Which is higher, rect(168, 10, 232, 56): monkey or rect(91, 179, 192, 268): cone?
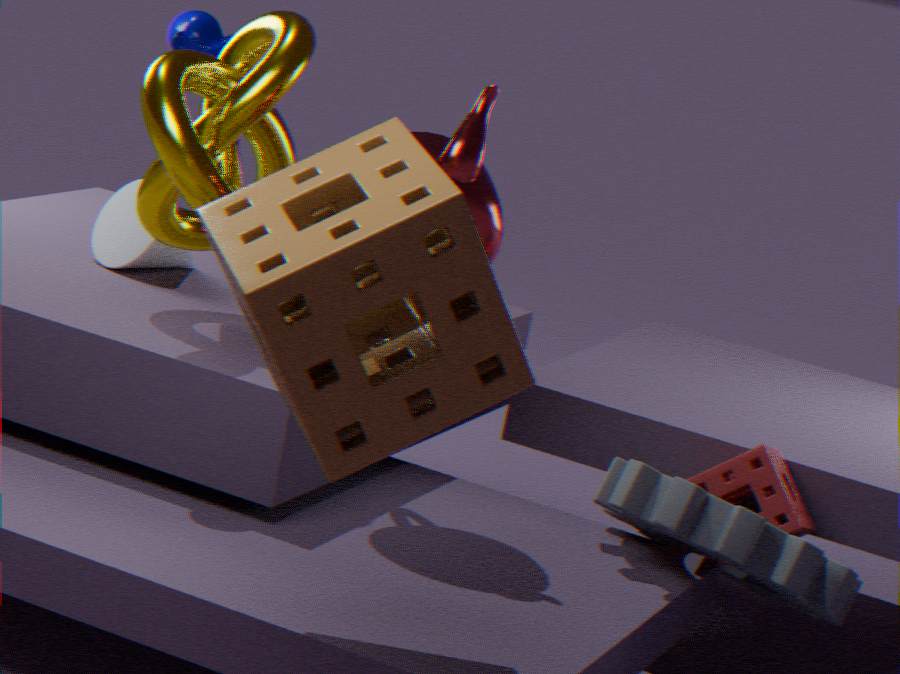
rect(168, 10, 232, 56): monkey
